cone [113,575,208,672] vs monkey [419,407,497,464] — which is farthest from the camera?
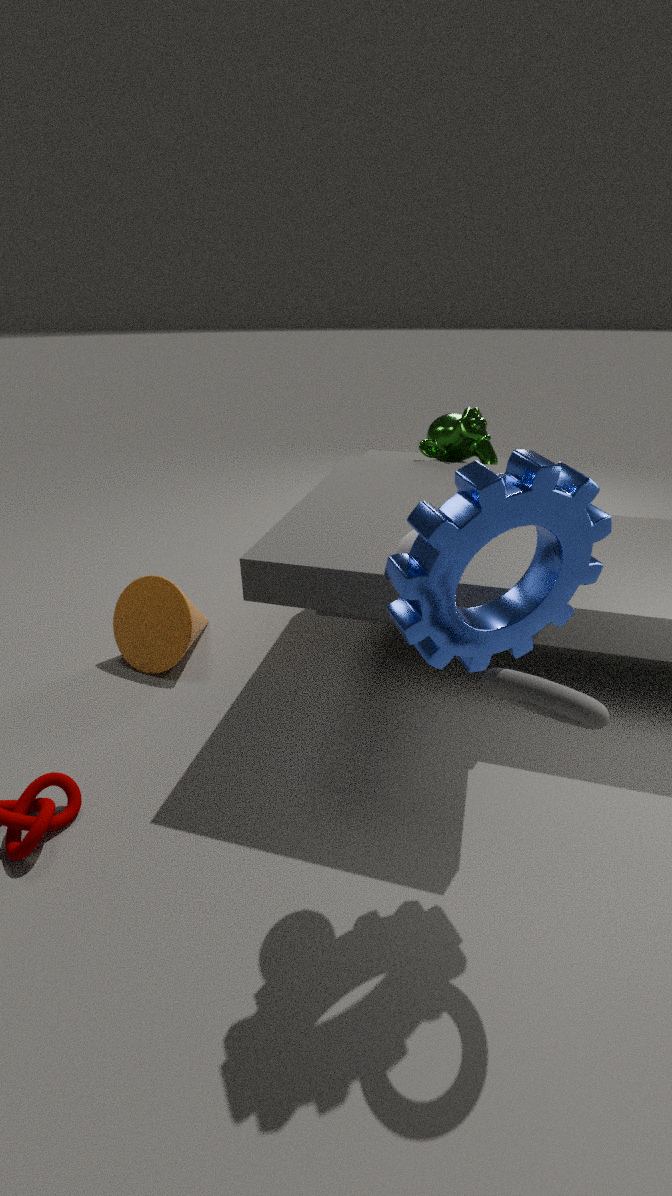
monkey [419,407,497,464]
